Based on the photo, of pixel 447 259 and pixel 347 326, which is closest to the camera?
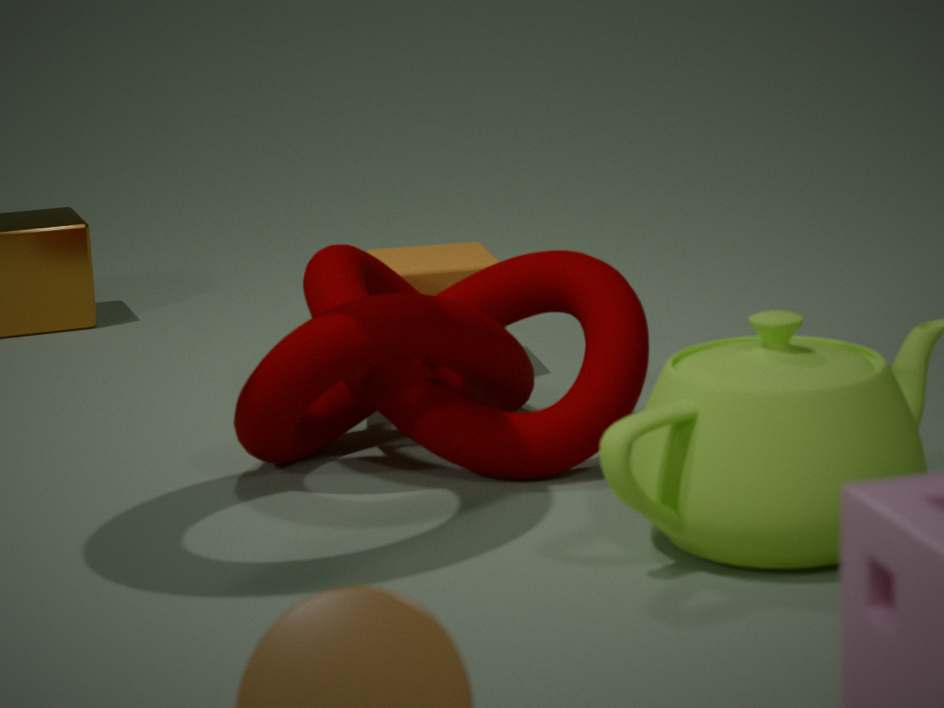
pixel 347 326
